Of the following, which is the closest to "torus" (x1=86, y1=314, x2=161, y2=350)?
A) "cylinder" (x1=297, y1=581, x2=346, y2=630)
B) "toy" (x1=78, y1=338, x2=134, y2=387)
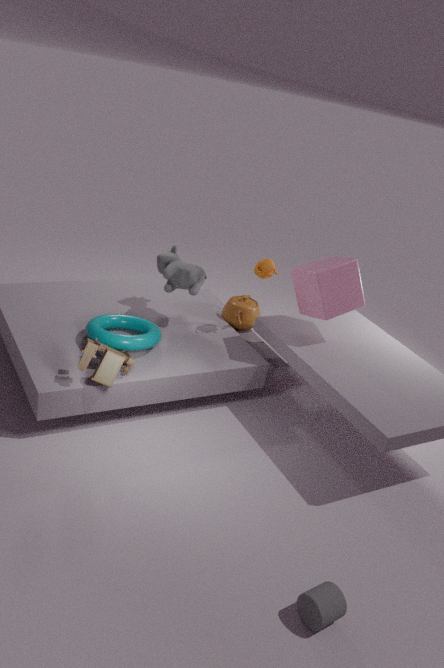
"toy" (x1=78, y1=338, x2=134, y2=387)
